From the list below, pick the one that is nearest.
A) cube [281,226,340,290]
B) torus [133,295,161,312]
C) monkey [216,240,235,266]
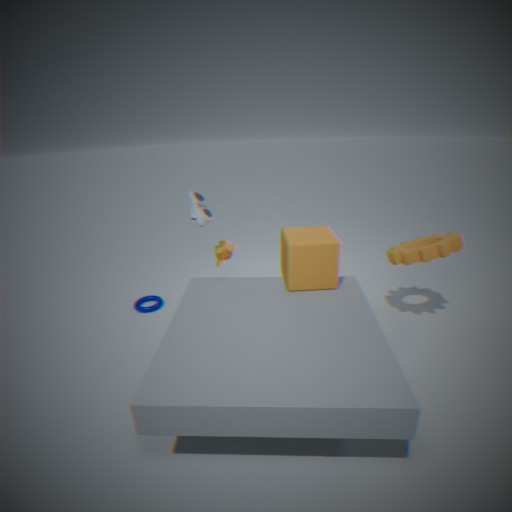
cube [281,226,340,290]
